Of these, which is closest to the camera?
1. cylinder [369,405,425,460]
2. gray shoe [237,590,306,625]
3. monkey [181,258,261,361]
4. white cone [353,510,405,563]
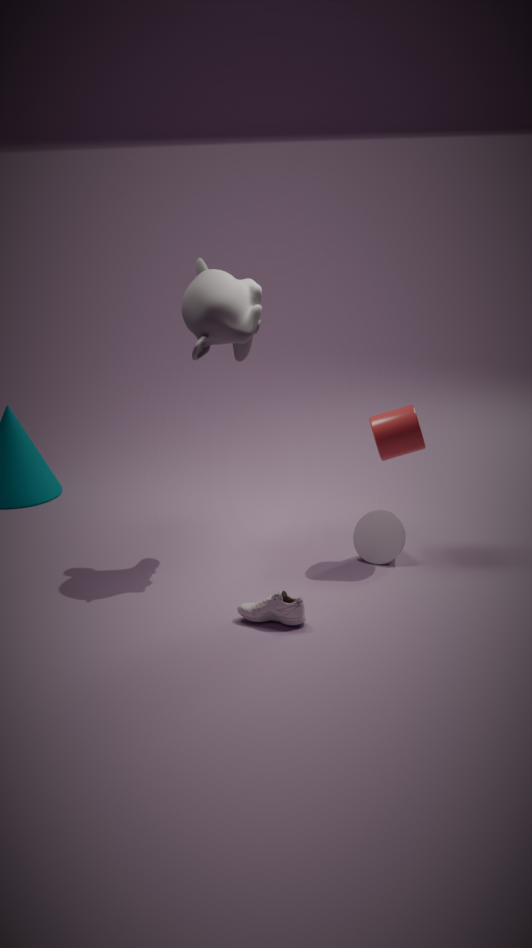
gray shoe [237,590,306,625]
